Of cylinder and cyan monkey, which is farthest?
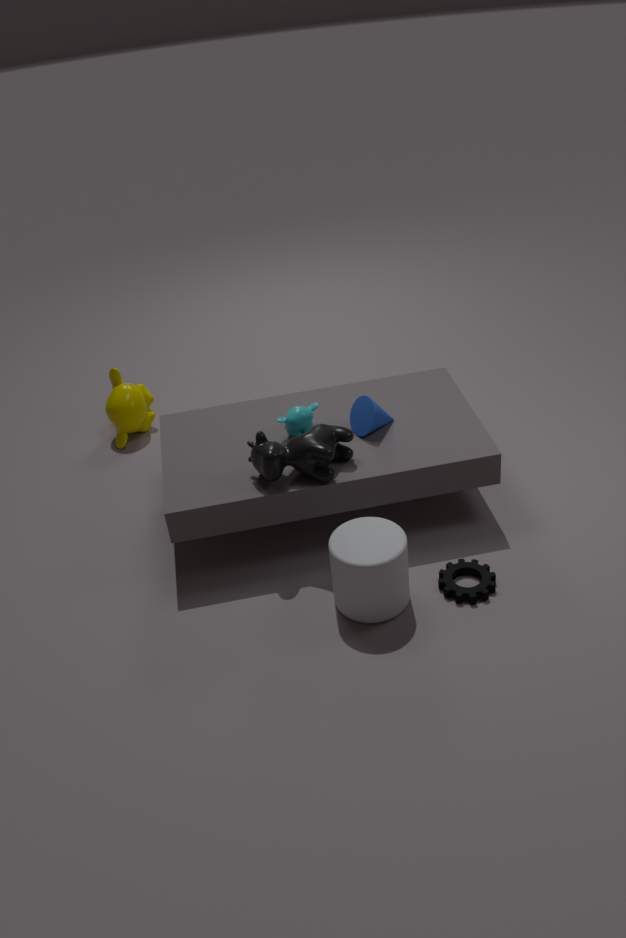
cyan monkey
